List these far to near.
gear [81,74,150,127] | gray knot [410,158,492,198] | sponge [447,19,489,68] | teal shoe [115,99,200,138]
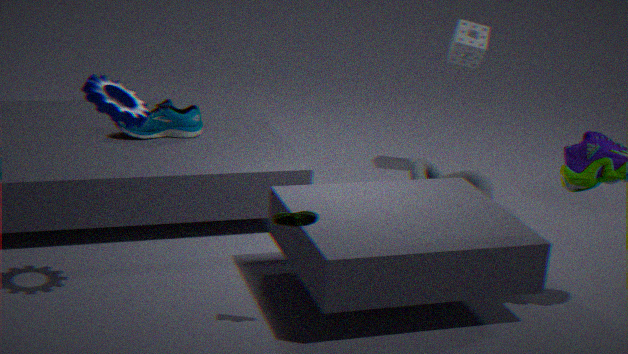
sponge [447,19,489,68], gray knot [410,158,492,198], teal shoe [115,99,200,138], gear [81,74,150,127]
